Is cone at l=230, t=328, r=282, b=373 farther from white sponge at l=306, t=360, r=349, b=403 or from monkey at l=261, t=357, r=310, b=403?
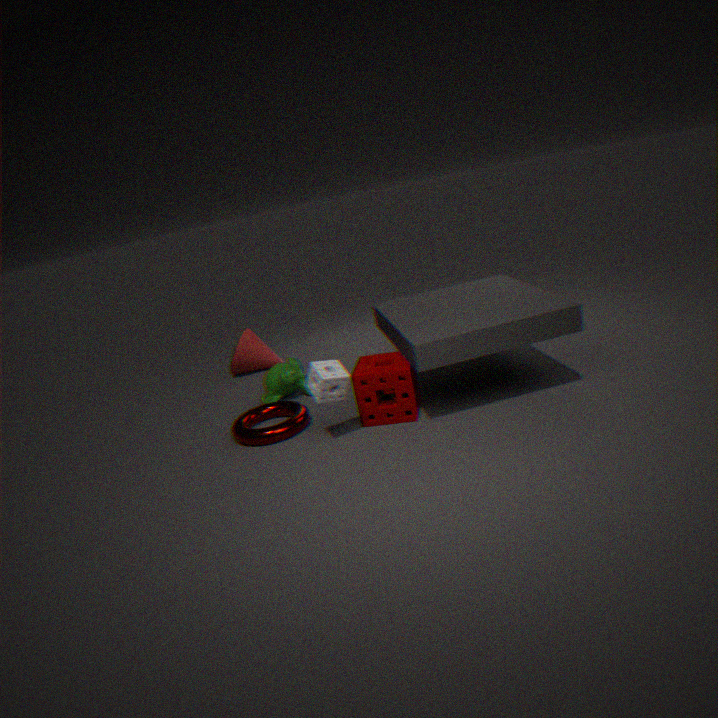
white sponge at l=306, t=360, r=349, b=403
